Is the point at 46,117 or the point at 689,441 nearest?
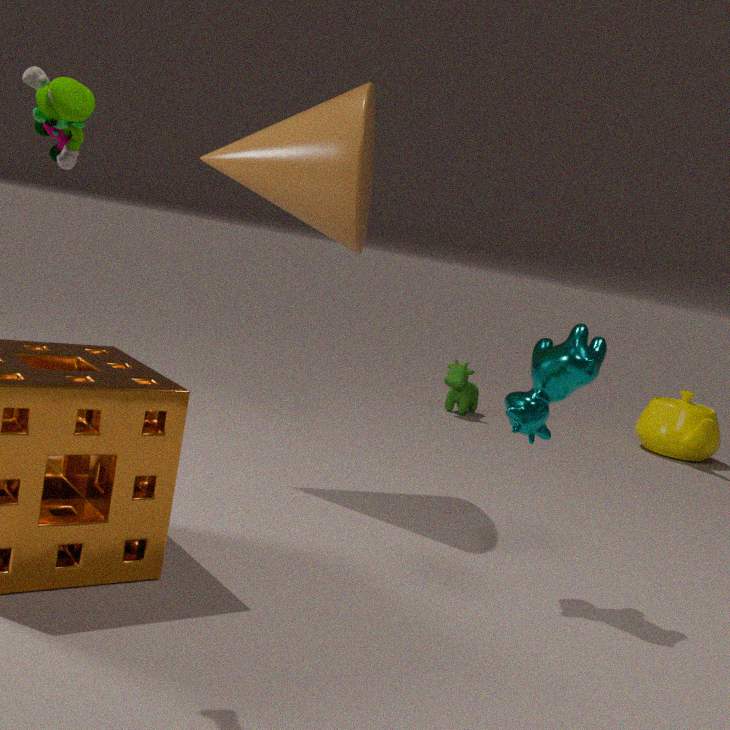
the point at 46,117
